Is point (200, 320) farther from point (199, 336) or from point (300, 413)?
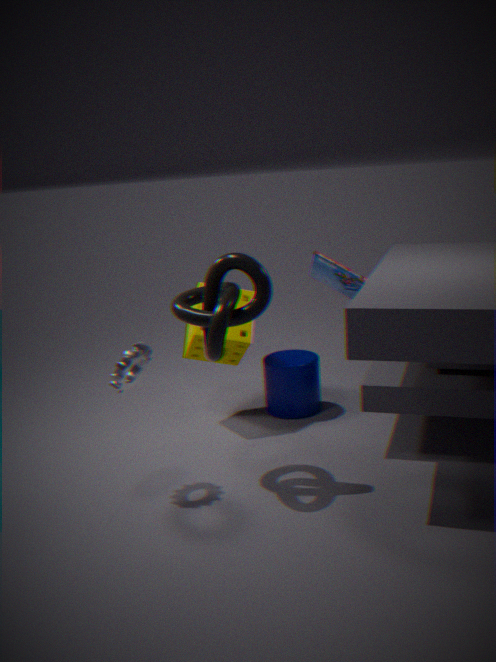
point (300, 413)
